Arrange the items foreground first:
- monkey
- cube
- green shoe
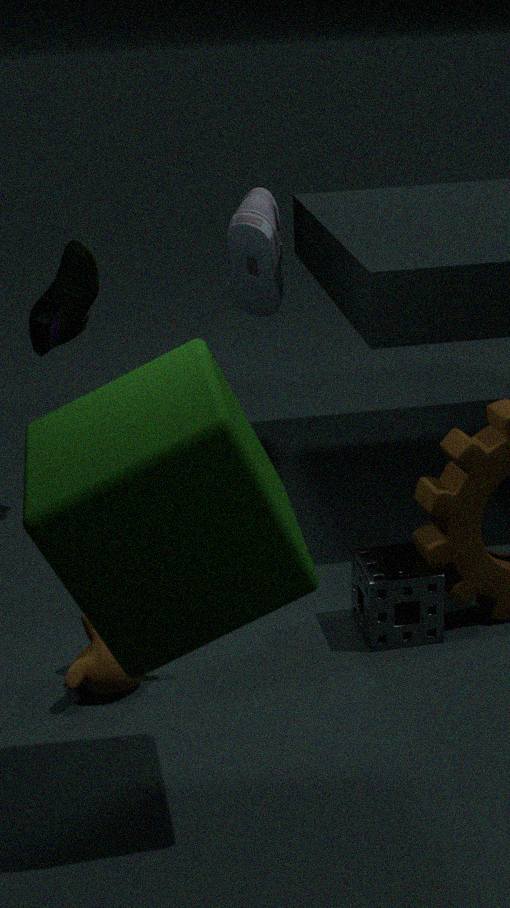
1. cube
2. monkey
3. green shoe
